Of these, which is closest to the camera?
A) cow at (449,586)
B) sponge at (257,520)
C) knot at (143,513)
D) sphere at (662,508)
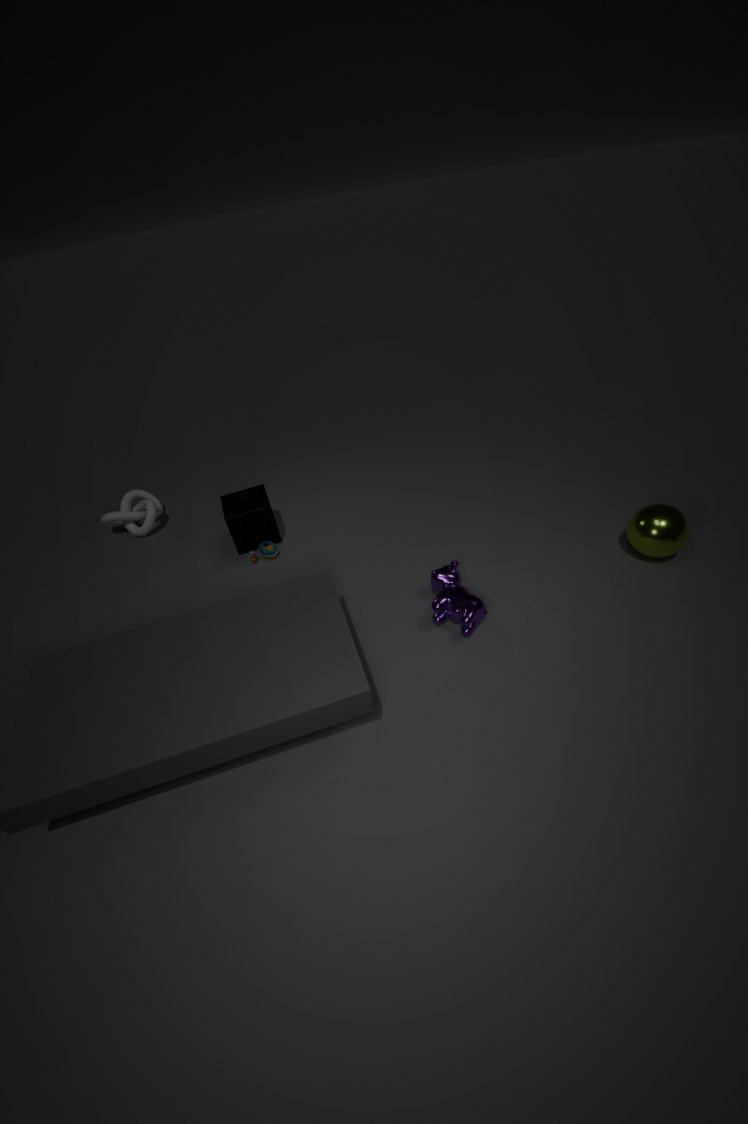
cow at (449,586)
